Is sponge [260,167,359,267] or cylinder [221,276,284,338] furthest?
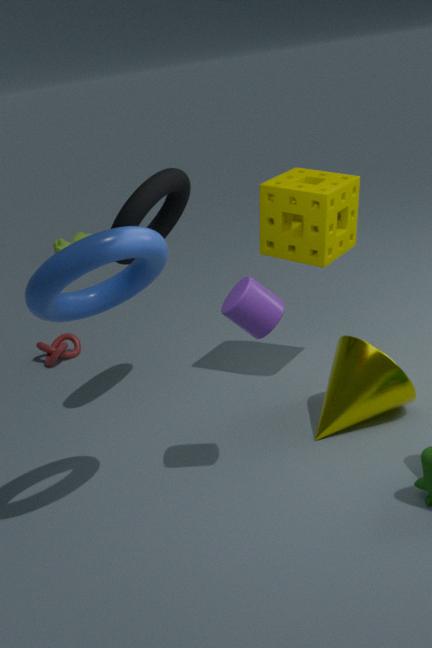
sponge [260,167,359,267]
